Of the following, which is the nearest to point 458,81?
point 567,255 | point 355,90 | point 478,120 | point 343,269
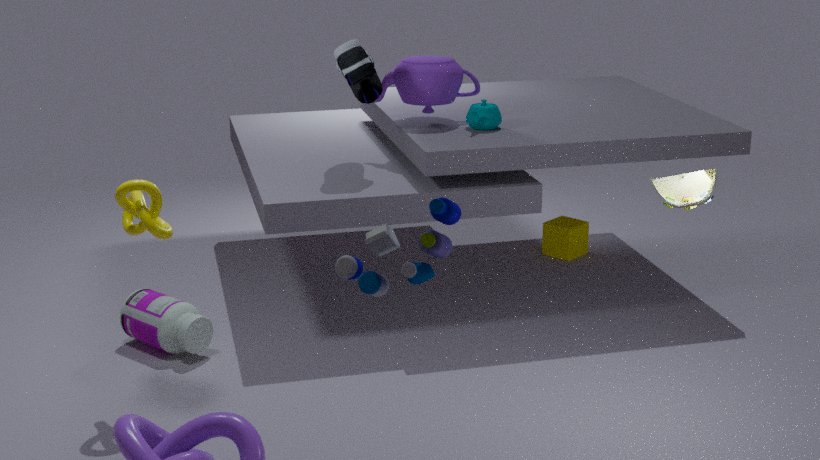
point 478,120
